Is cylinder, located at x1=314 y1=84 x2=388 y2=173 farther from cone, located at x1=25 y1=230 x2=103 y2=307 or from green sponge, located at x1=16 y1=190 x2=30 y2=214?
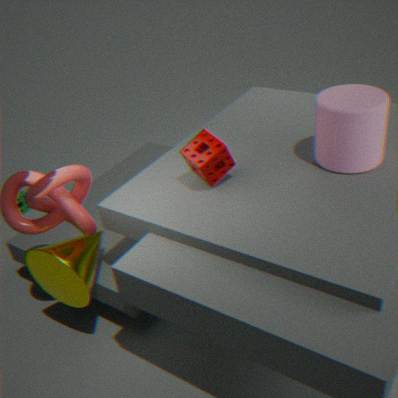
green sponge, located at x1=16 y1=190 x2=30 y2=214
